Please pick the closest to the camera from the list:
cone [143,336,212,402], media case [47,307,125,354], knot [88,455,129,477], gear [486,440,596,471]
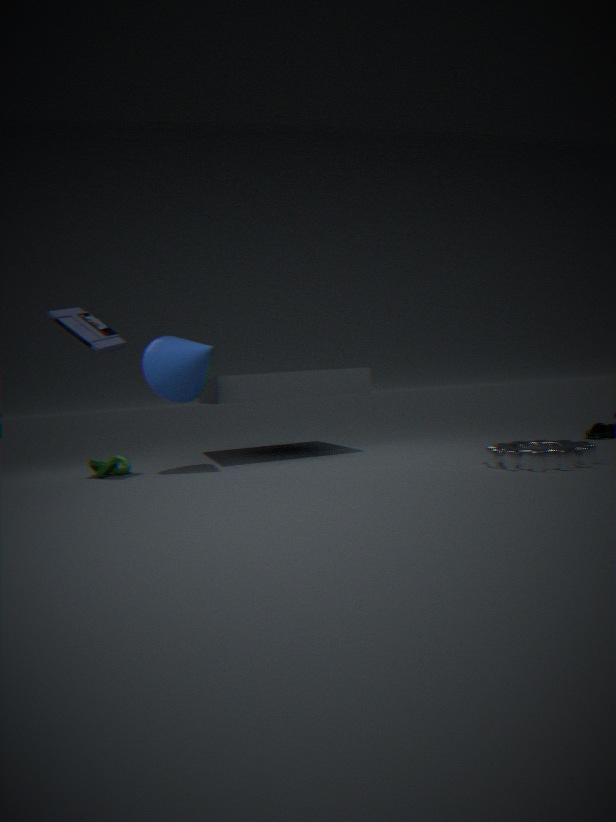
gear [486,440,596,471]
